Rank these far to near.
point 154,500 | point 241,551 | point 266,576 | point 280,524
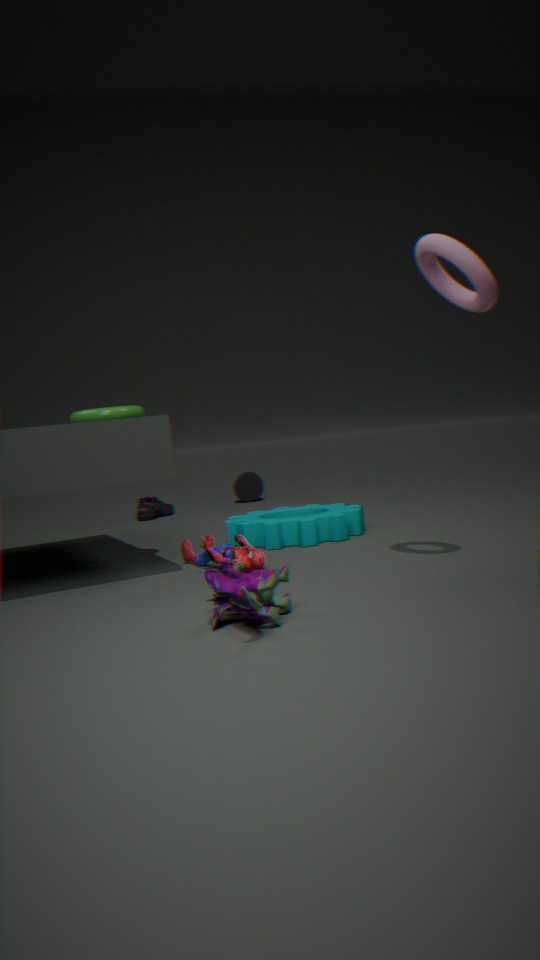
point 154,500 → point 280,524 → point 241,551 → point 266,576
